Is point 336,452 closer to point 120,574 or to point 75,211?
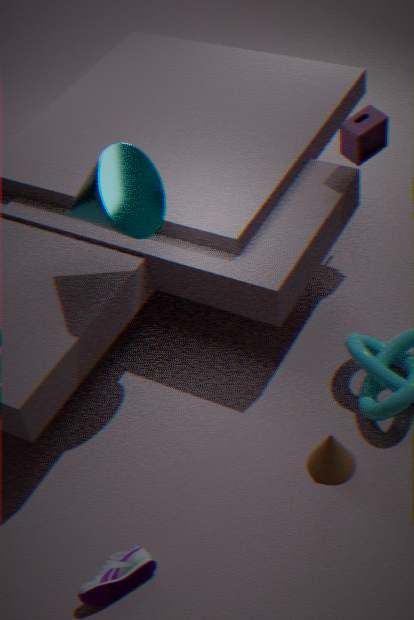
point 120,574
